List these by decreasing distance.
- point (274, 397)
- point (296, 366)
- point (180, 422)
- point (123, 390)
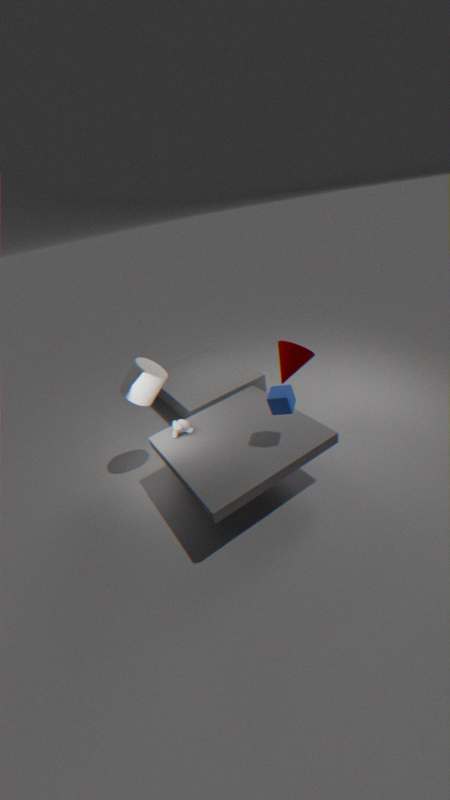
1. point (296, 366)
2. point (123, 390)
3. point (180, 422)
4. point (274, 397)
